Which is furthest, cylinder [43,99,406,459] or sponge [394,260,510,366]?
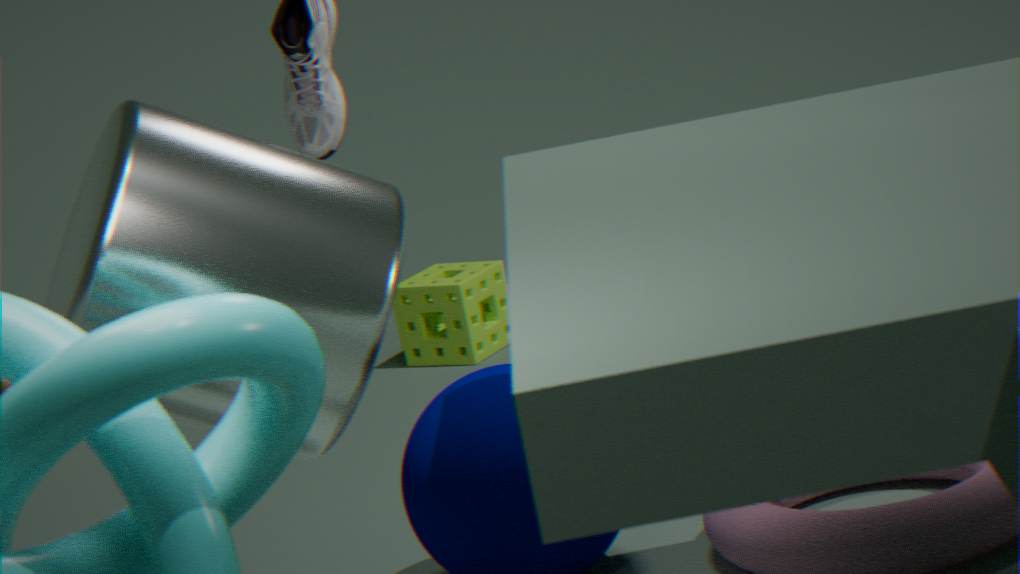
sponge [394,260,510,366]
